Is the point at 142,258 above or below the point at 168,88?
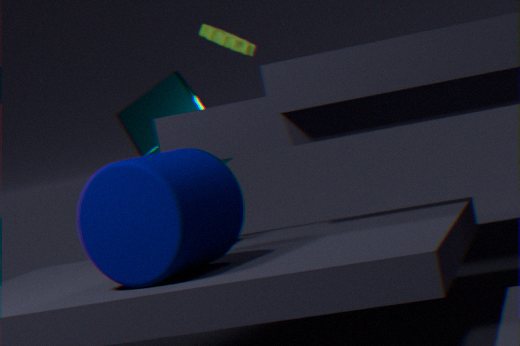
below
